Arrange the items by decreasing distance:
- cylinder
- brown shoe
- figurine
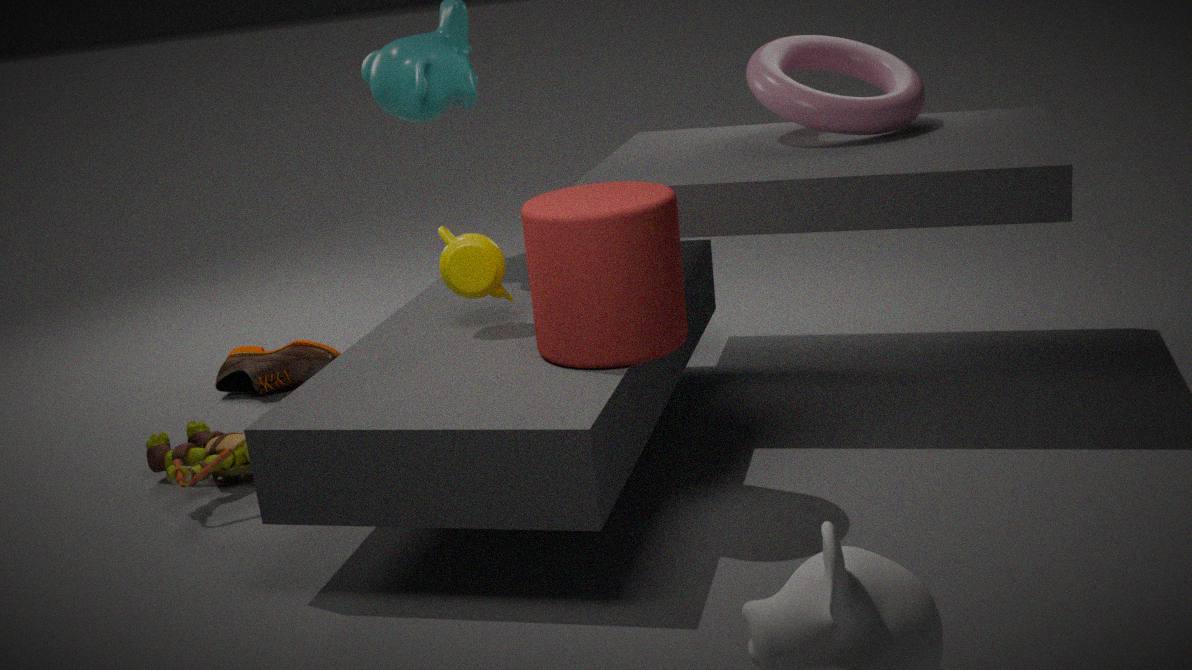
brown shoe
figurine
cylinder
